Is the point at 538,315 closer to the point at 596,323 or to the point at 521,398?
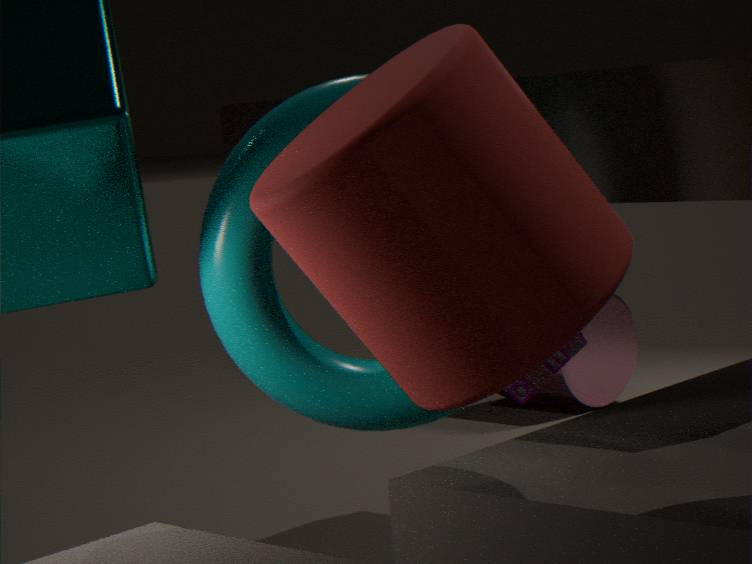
the point at 521,398
